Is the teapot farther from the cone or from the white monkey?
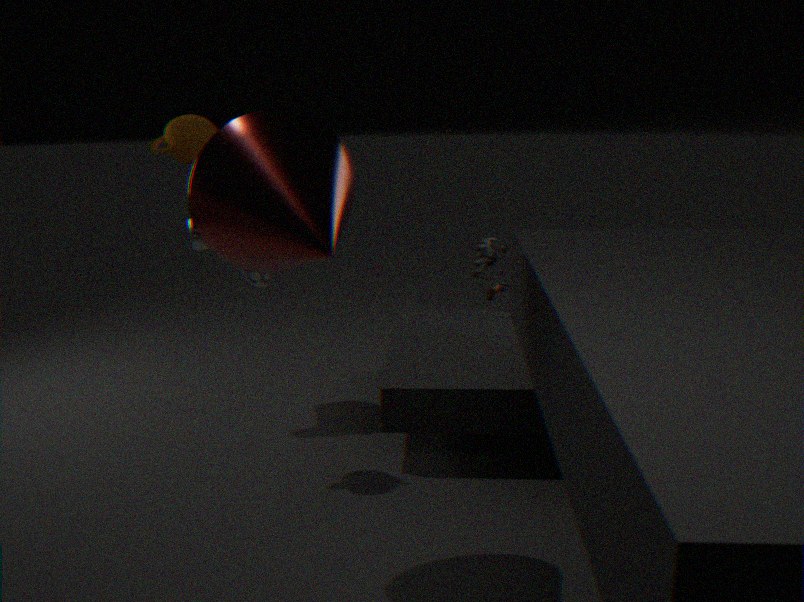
the cone
